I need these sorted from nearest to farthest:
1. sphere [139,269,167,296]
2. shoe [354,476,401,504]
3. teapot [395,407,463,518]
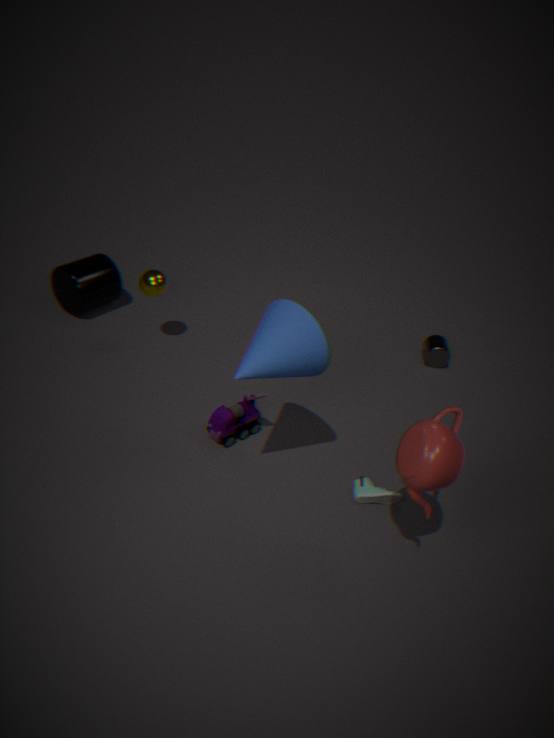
teapot [395,407,463,518] < shoe [354,476,401,504] < sphere [139,269,167,296]
